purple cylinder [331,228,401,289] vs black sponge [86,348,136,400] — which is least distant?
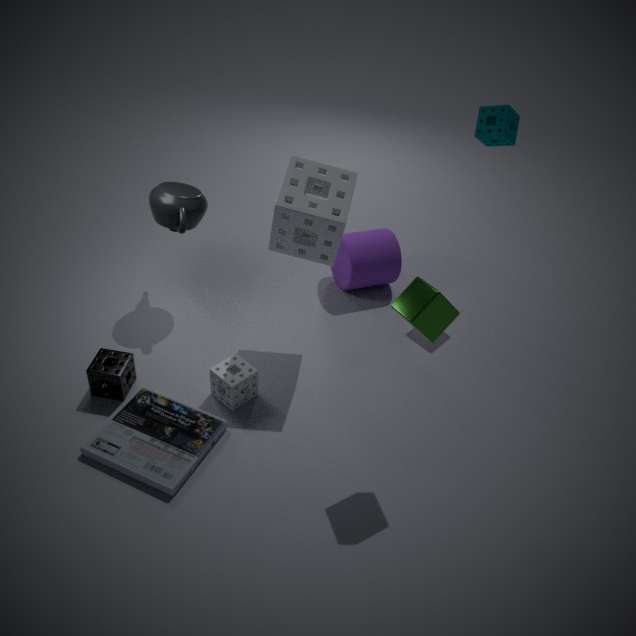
black sponge [86,348,136,400]
